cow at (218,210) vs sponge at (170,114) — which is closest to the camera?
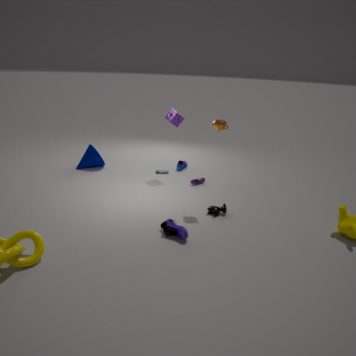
cow at (218,210)
